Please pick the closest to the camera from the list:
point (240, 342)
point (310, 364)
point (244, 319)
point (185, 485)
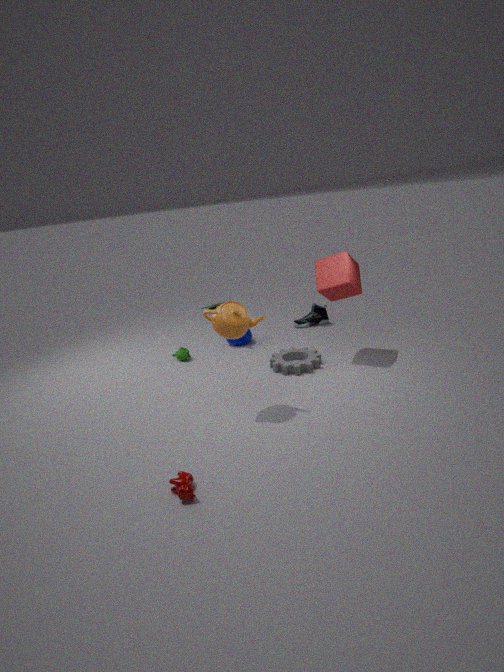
point (185, 485)
